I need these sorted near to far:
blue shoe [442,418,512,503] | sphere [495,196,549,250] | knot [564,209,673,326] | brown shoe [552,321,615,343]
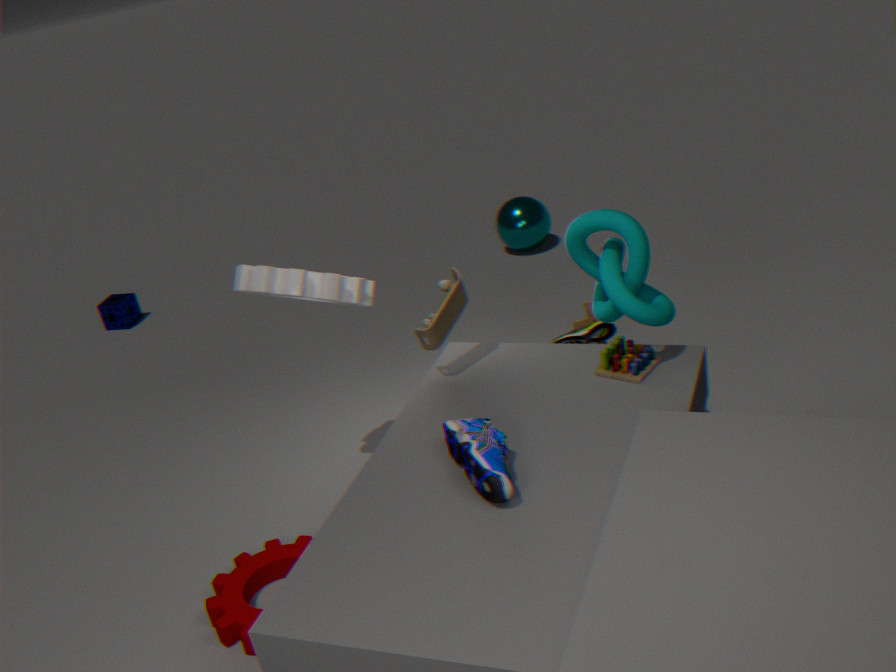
blue shoe [442,418,512,503], knot [564,209,673,326], brown shoe [552,321,615,343], sphere [495,196,549,250]
